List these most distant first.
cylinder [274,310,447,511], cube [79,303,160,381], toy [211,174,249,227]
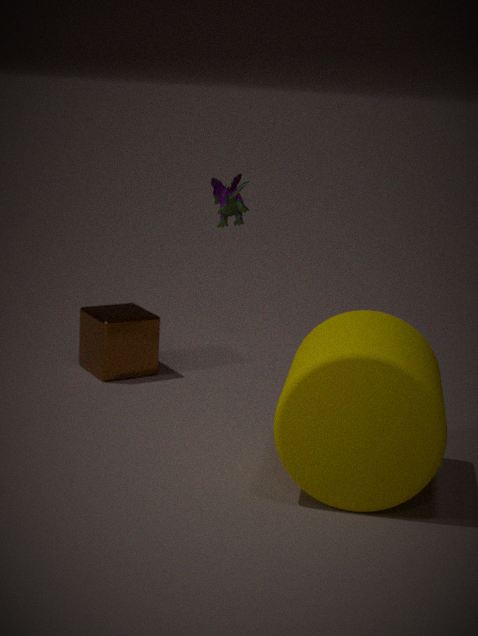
cube [79,303,160,381] → toy [211,174,249,227] → cylinder [274,310,447,511]
